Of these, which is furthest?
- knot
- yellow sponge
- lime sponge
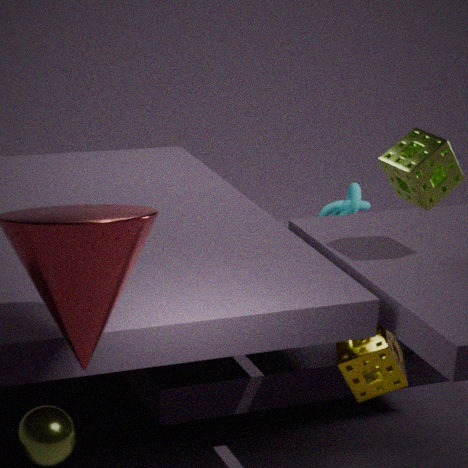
knot
